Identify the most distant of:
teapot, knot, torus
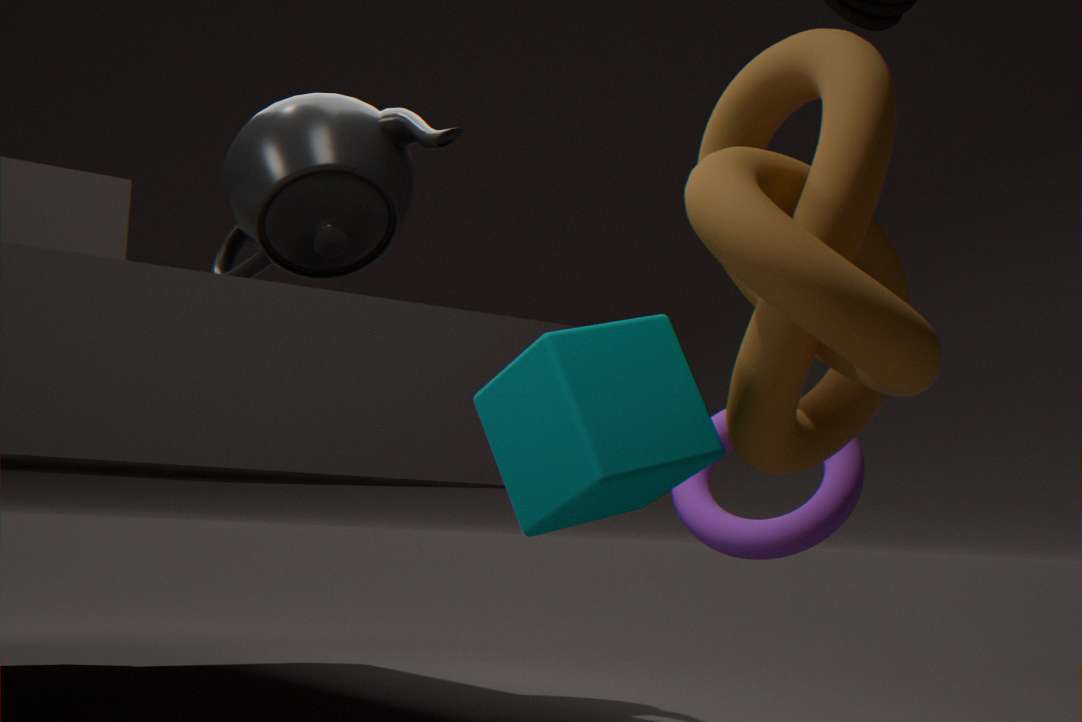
teapot
